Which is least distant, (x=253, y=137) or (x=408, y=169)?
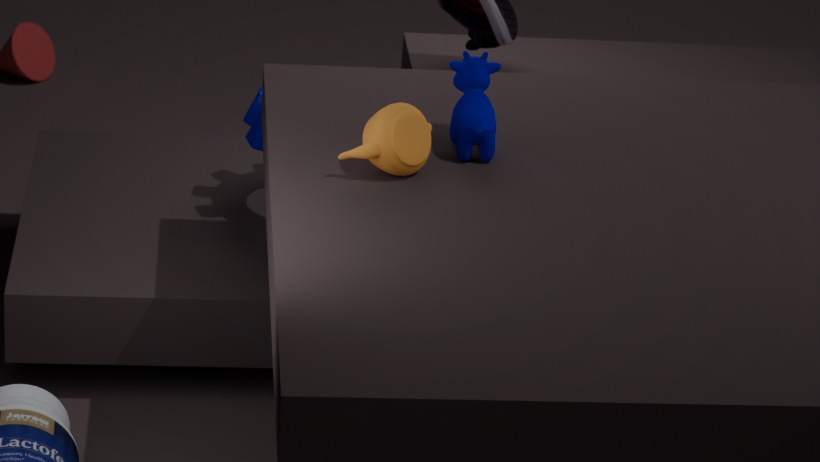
(x=408, y=169)
